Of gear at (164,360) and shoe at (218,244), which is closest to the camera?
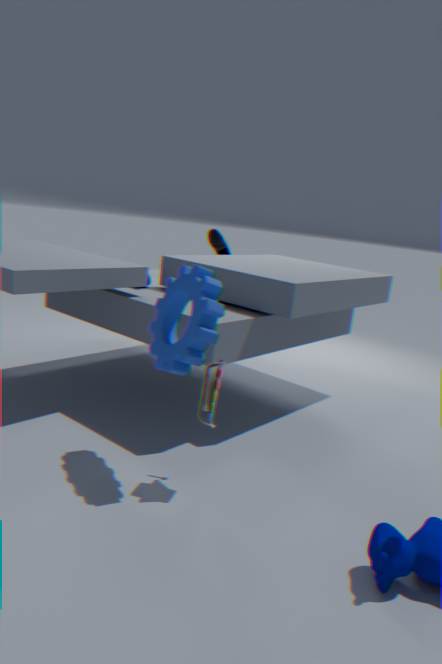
gear at (164,360)
